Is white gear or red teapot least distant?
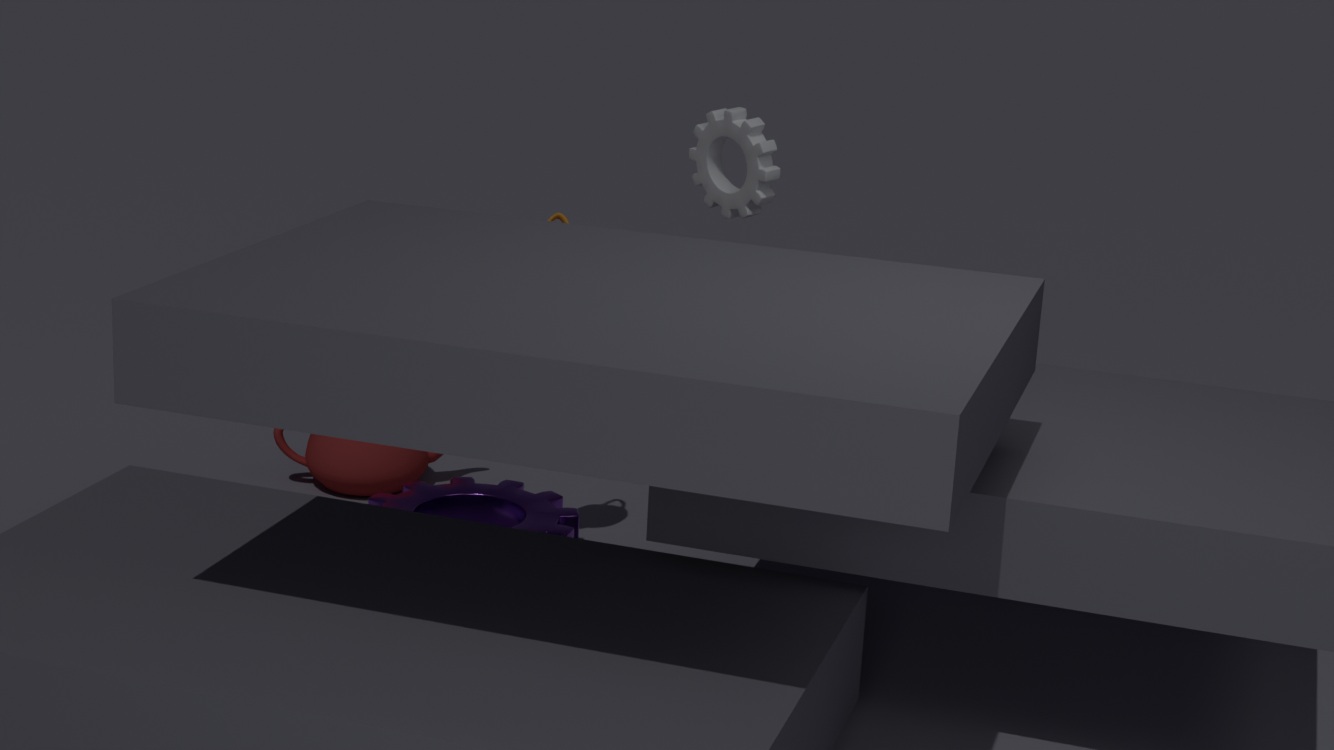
white gear
